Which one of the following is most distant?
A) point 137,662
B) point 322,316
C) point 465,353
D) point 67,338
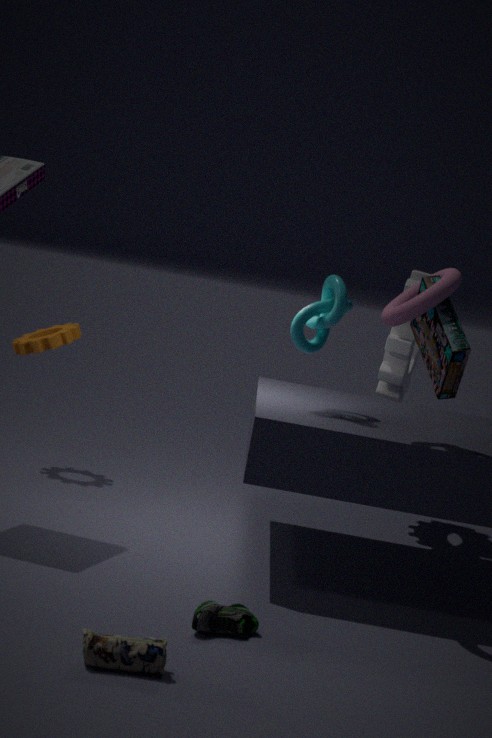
point 67,338
